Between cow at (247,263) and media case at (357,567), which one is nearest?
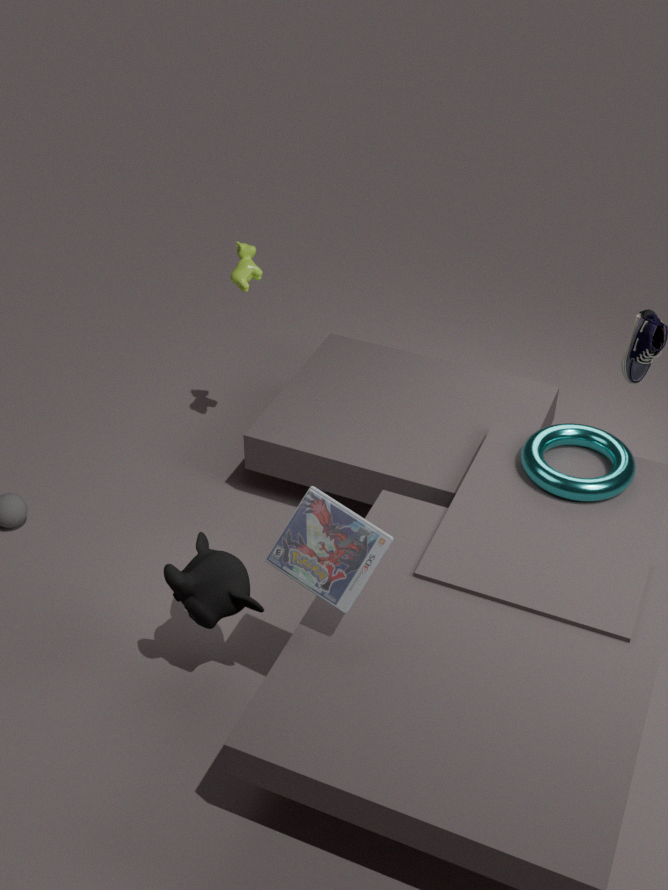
media case at (357,567)
